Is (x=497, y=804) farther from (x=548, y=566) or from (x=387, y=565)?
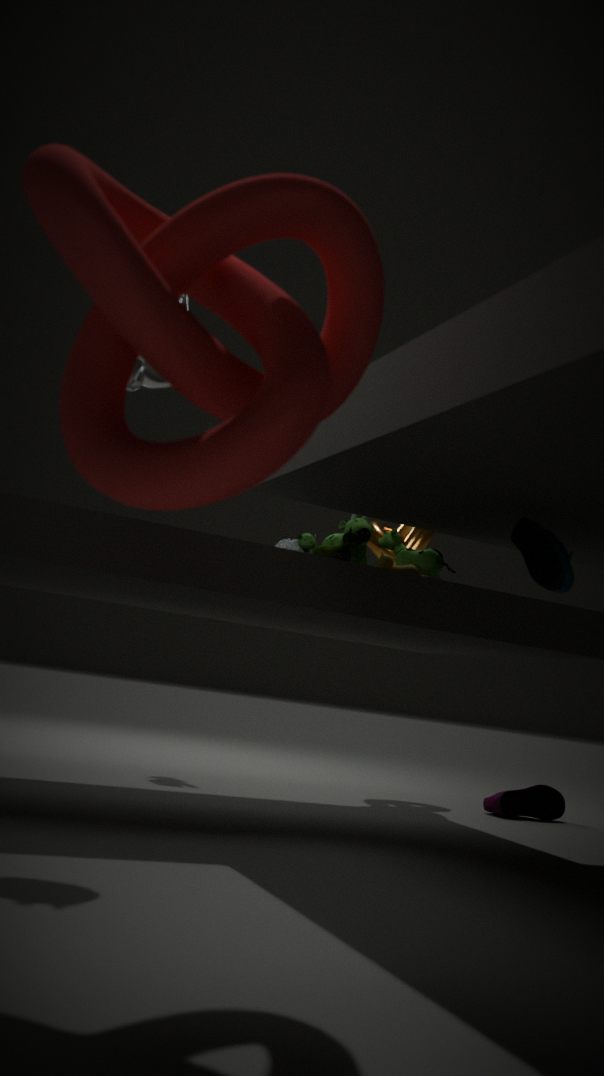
(x=548, y=566)
